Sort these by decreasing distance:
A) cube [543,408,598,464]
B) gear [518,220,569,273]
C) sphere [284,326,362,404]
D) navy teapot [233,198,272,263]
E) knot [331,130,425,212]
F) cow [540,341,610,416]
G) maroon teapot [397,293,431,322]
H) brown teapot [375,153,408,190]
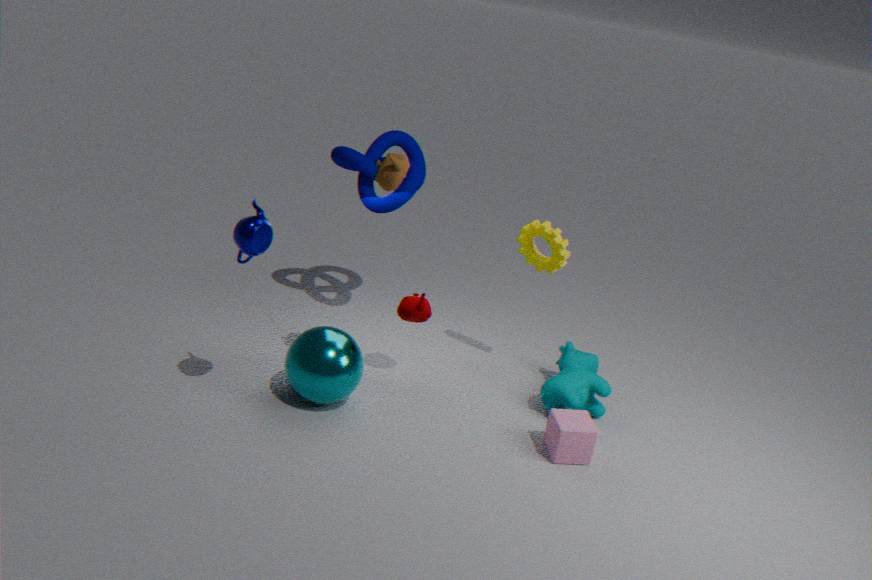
knot [331,130,425,212] → gear [518,220,569,273] → cow [540,341,610,416] → maroon teapot [397,293,431,322] → sphere [284,326,362,404] → cube [543,408,598,464] → brown teapot [375,153,408,190] → navy teapot [233,198,272,263]
